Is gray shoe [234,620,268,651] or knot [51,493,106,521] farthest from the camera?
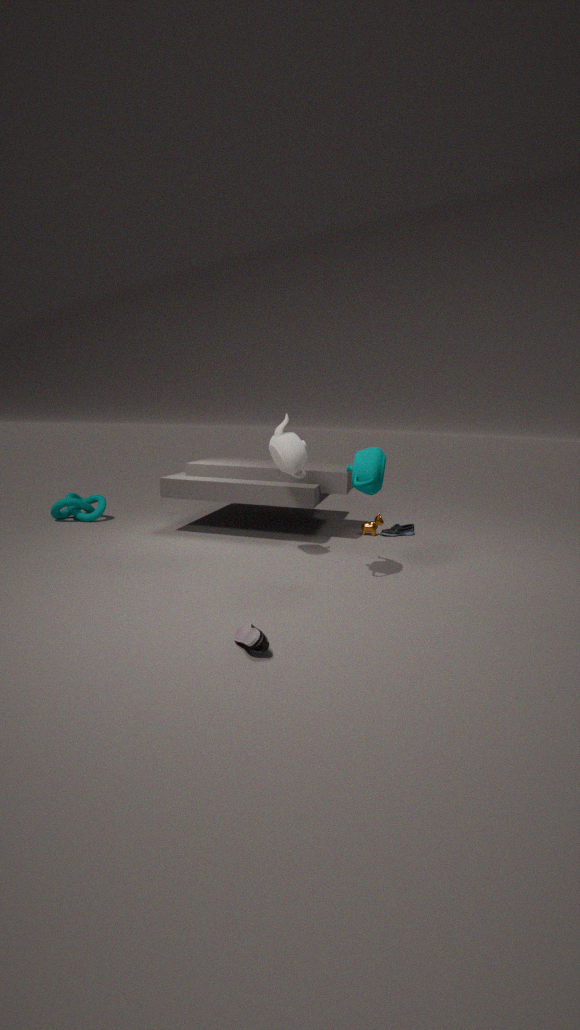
knot [51,493,106,521]
